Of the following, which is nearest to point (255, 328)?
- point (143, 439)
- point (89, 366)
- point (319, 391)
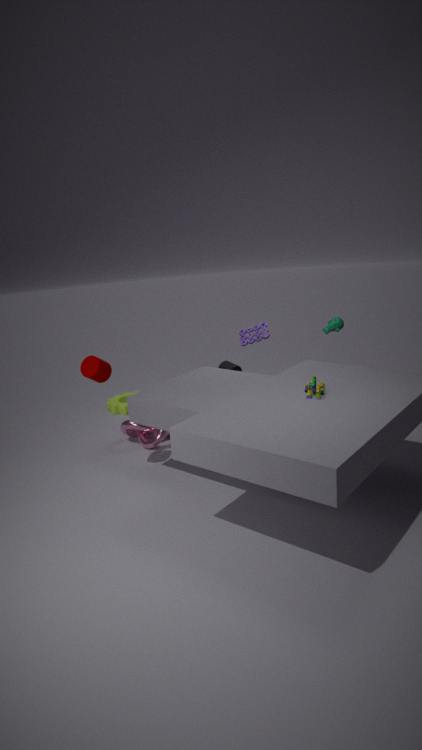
point (143, 439)
